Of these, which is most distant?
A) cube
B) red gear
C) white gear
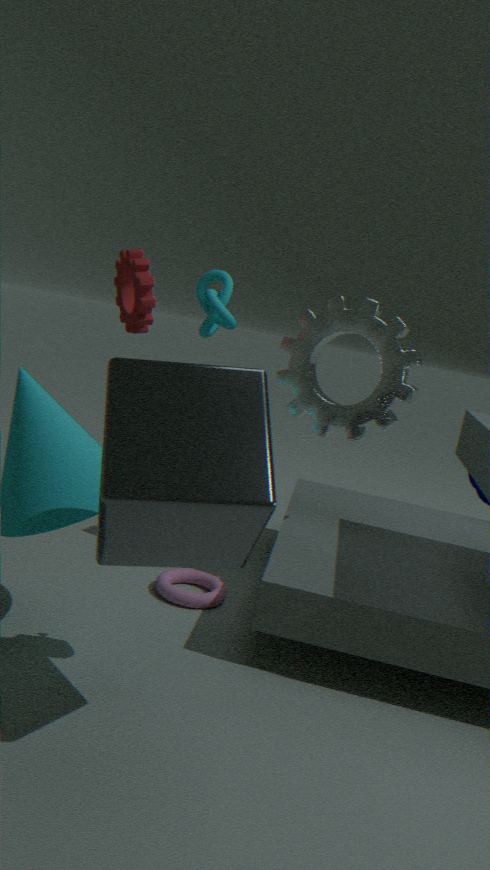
white gear
